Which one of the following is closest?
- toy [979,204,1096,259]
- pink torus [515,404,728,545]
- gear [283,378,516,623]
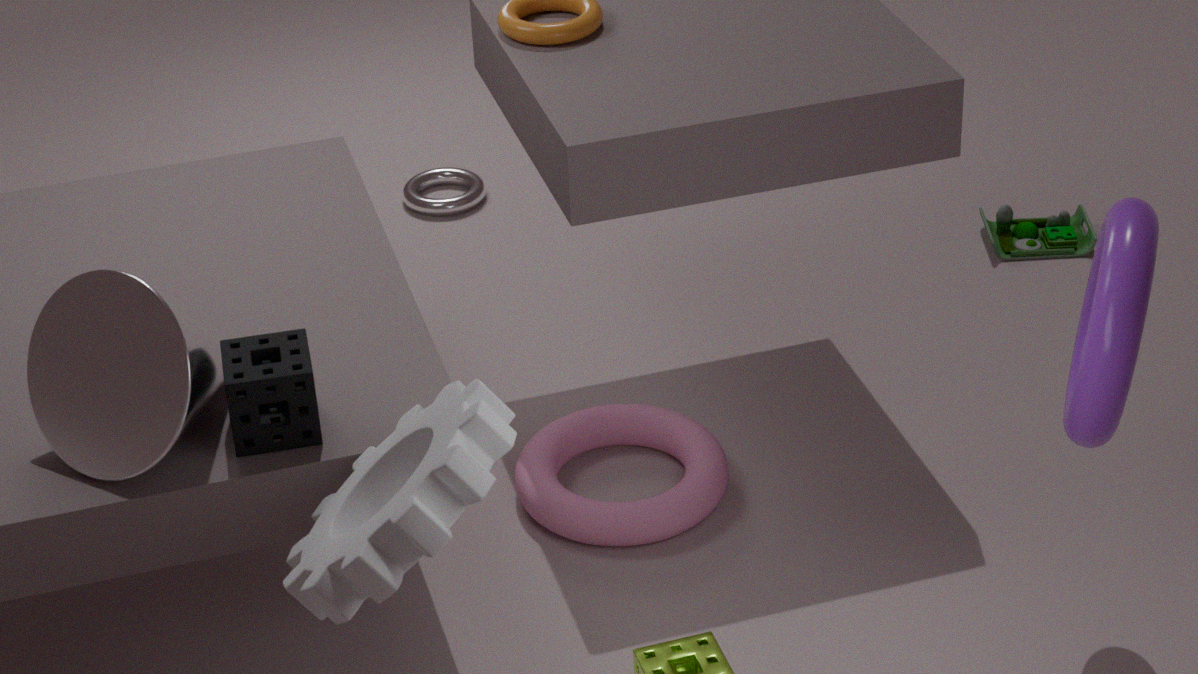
gear [283,378,516,623]
